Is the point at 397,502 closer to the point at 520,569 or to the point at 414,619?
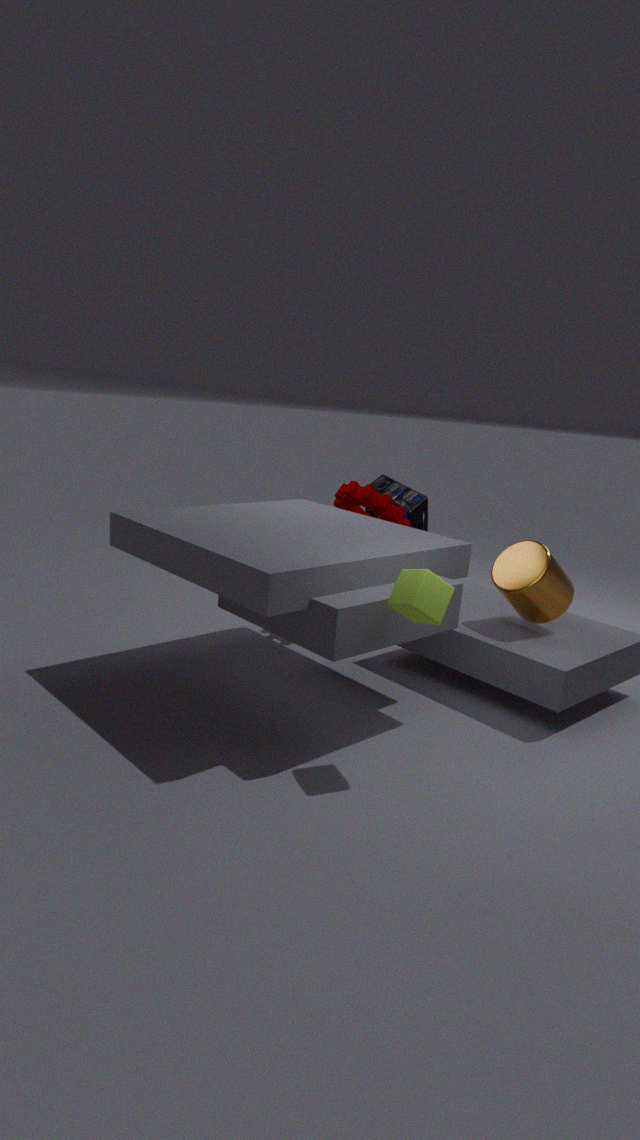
the point at 520,569
